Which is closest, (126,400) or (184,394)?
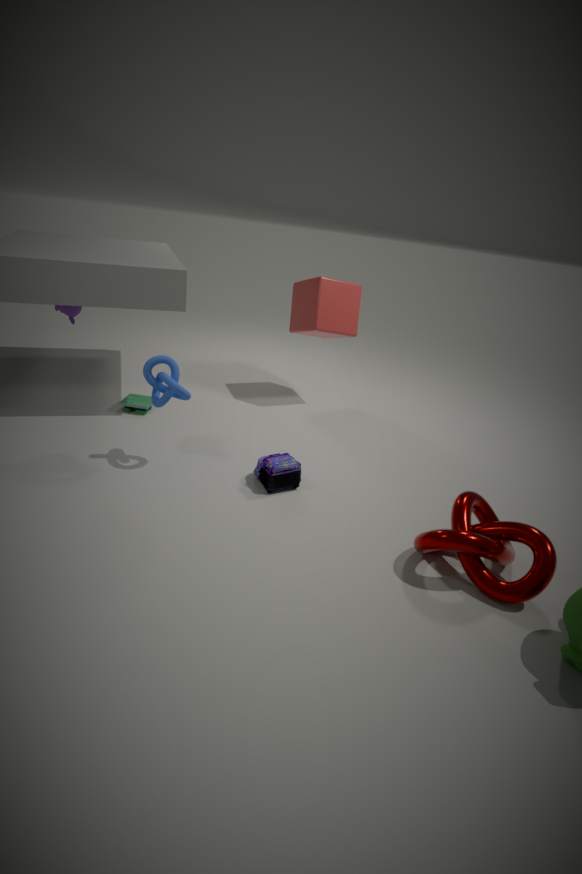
(184,394)
